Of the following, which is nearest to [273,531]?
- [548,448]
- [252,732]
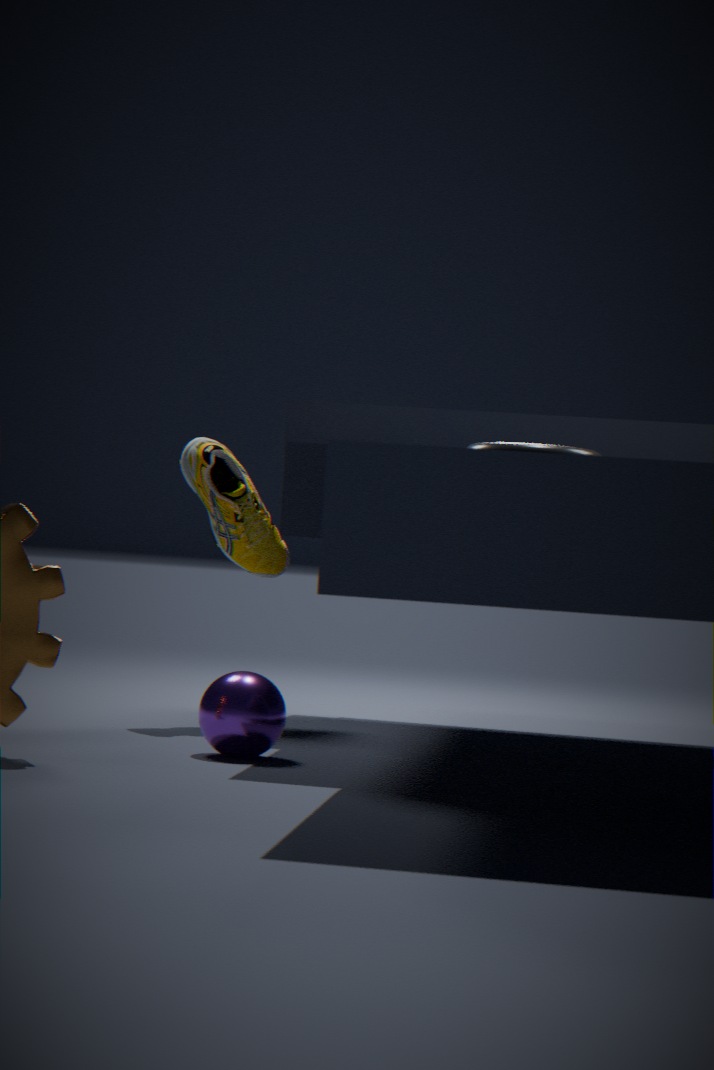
[252,732]
